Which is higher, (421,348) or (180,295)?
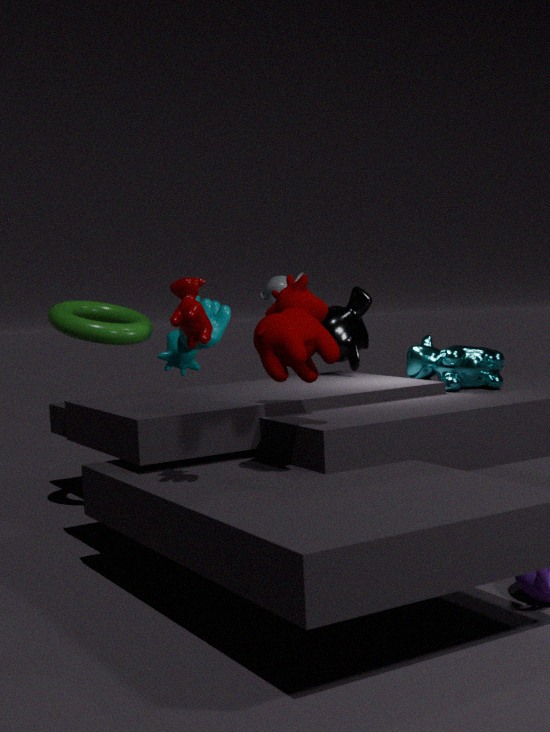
(180,295)
